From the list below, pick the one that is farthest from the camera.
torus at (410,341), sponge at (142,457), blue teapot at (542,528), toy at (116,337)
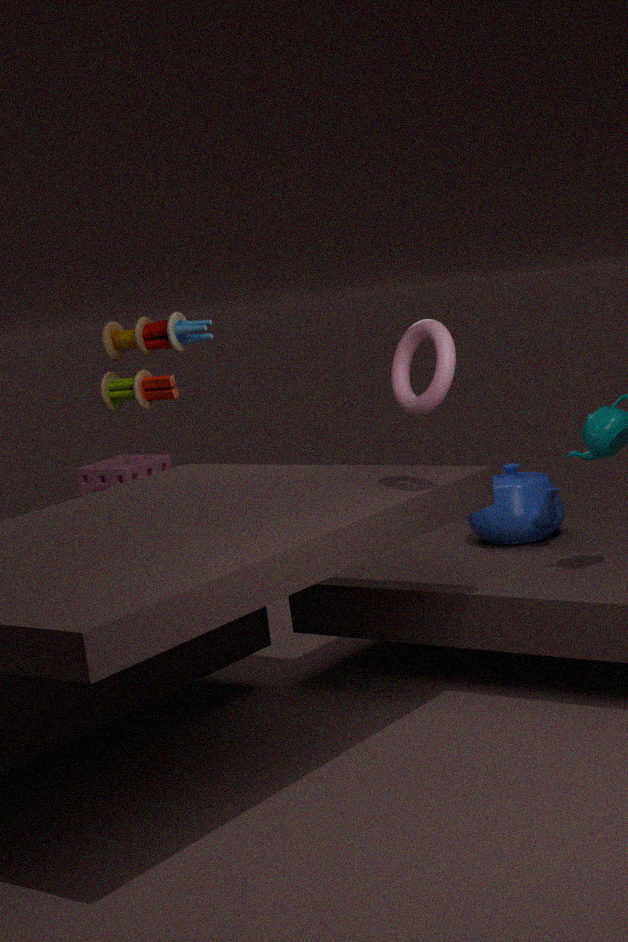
sponge at (142,457)
